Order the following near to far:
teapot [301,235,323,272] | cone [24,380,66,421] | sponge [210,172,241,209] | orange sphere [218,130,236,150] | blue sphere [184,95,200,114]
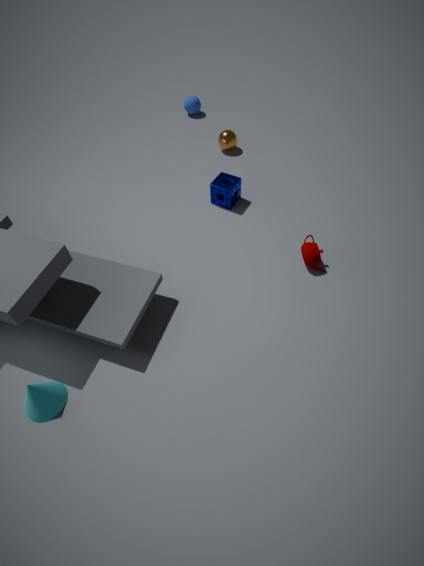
1. cone [24,380,66,421]
2. teapot [301,235,323,272]
3. sponge [210,172,241,209]
4. orange sphere [218,130,236,150]
5. blue sphere [184,95,200,114]
